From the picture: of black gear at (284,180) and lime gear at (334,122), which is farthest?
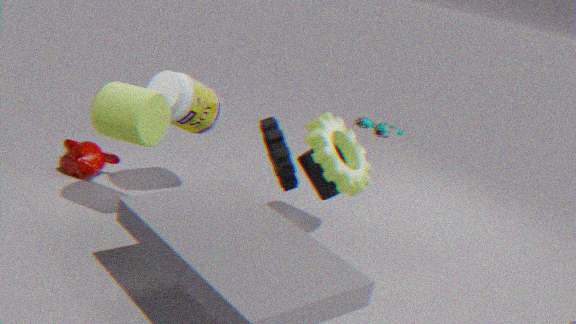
black gear at (284,180)
